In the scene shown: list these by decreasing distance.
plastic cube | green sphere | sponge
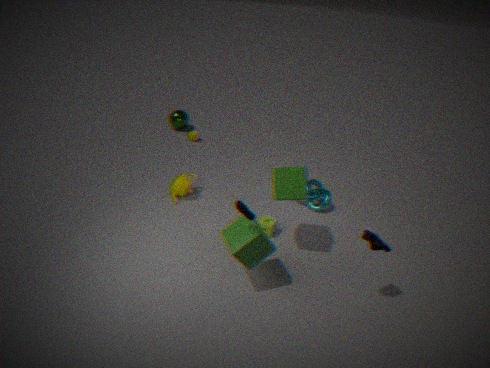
green sphere < sponge < plastic cube
